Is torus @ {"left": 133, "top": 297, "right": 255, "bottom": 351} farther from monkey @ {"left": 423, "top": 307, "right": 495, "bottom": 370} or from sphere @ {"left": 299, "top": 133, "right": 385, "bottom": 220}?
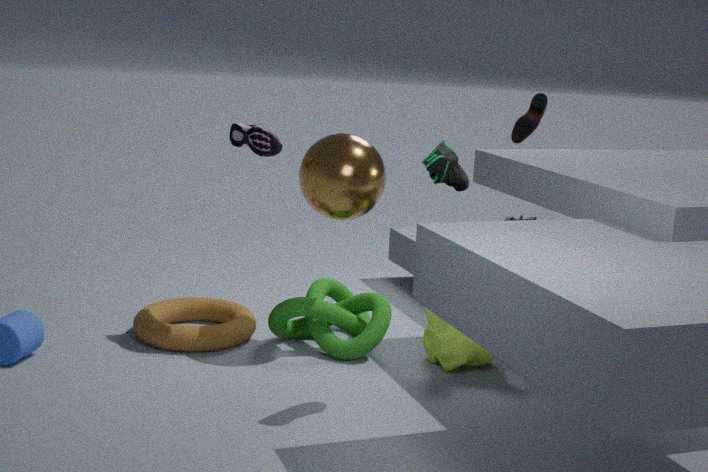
monkey @ {"left": 423, "top": 307, "right": 495, "bottom": 370}
